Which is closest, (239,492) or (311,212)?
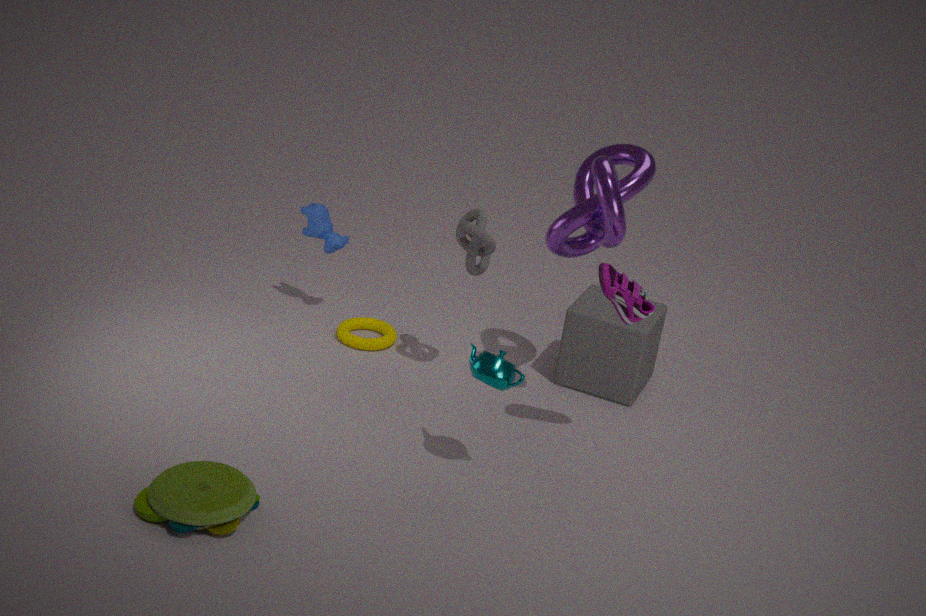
(239,492)
